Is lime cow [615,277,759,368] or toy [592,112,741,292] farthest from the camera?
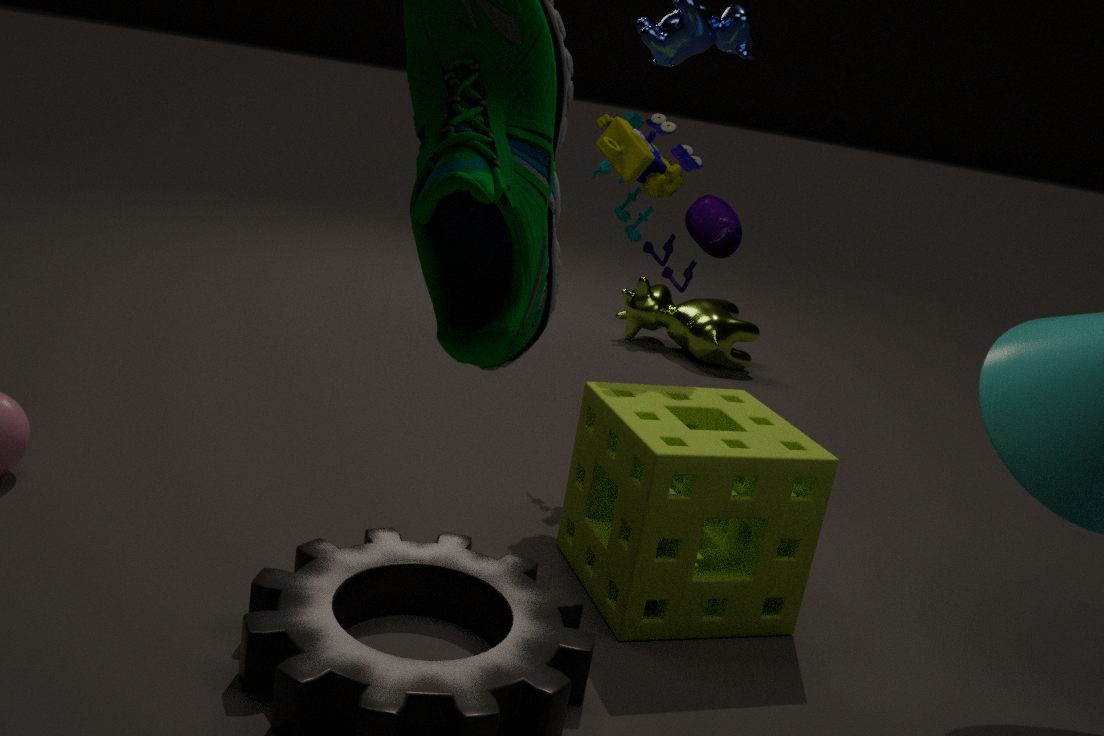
lime cow [615,277,759,368]
